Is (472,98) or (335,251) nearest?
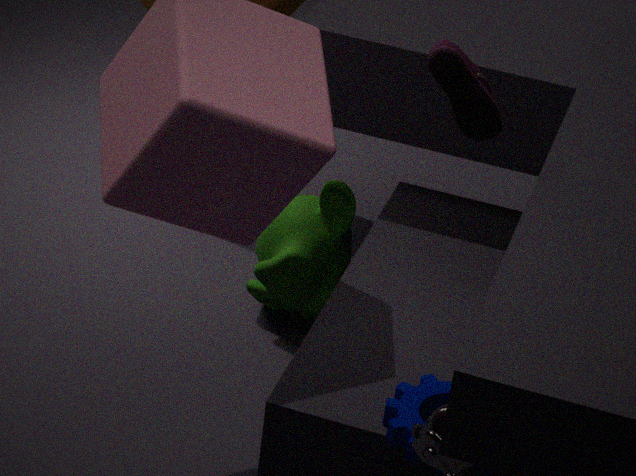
(472,98)
